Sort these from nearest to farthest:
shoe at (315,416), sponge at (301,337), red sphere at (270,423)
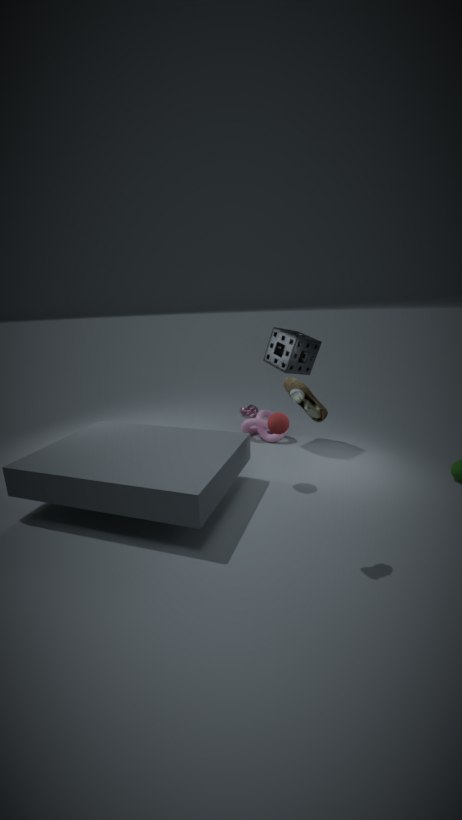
shoe at (315,416)
red sphere at (270,423)
sponge at (301,337)
